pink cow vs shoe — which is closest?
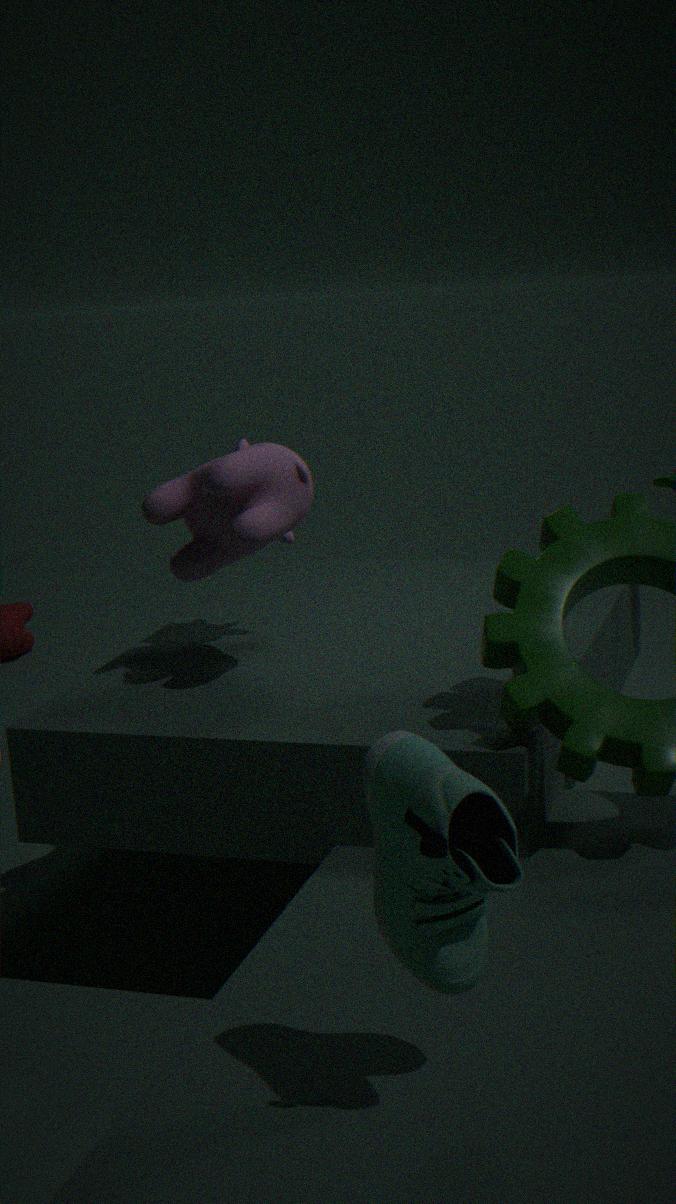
shoe
